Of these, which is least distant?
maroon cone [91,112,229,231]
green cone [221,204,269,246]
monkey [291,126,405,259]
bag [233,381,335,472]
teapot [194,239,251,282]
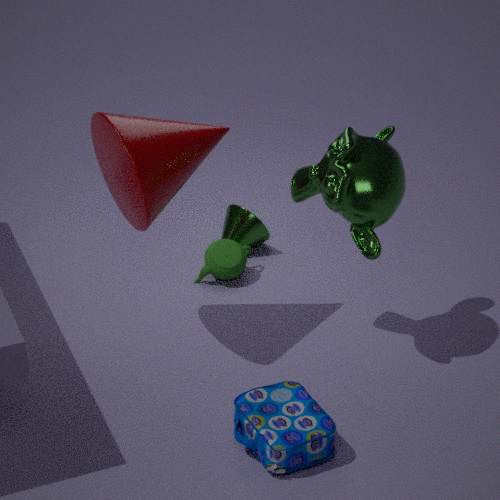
bag [233,381,335,472]
